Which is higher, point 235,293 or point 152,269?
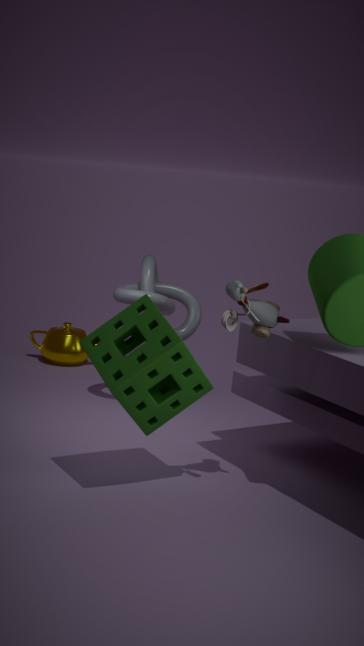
point 235,293
